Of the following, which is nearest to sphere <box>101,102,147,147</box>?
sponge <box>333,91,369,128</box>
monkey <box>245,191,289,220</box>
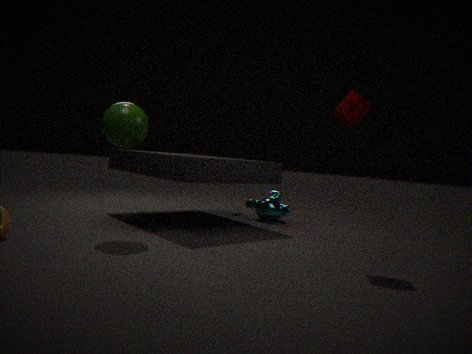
sponge <box>333,91,369,128</box>
